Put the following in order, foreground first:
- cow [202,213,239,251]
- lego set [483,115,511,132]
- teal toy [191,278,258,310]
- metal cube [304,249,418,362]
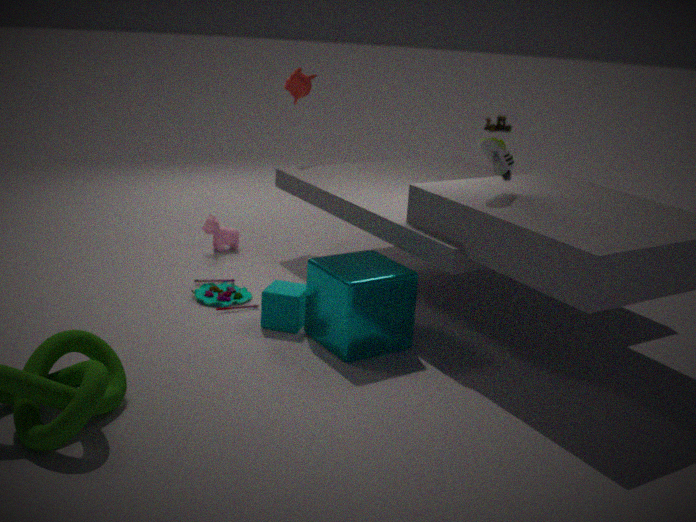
1. metal cube [304,249,418,362]
2. teal toy [191,278,258,310]
3. cow [202,213,239,251]
4. lego set [483,115,511,132]
